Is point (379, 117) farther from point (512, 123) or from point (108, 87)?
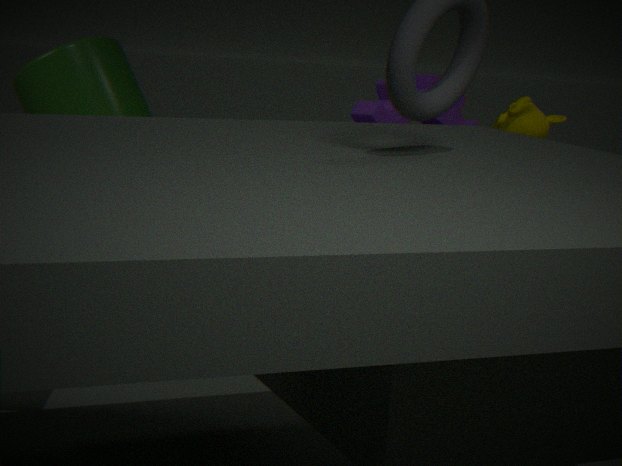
point (108, 87)
